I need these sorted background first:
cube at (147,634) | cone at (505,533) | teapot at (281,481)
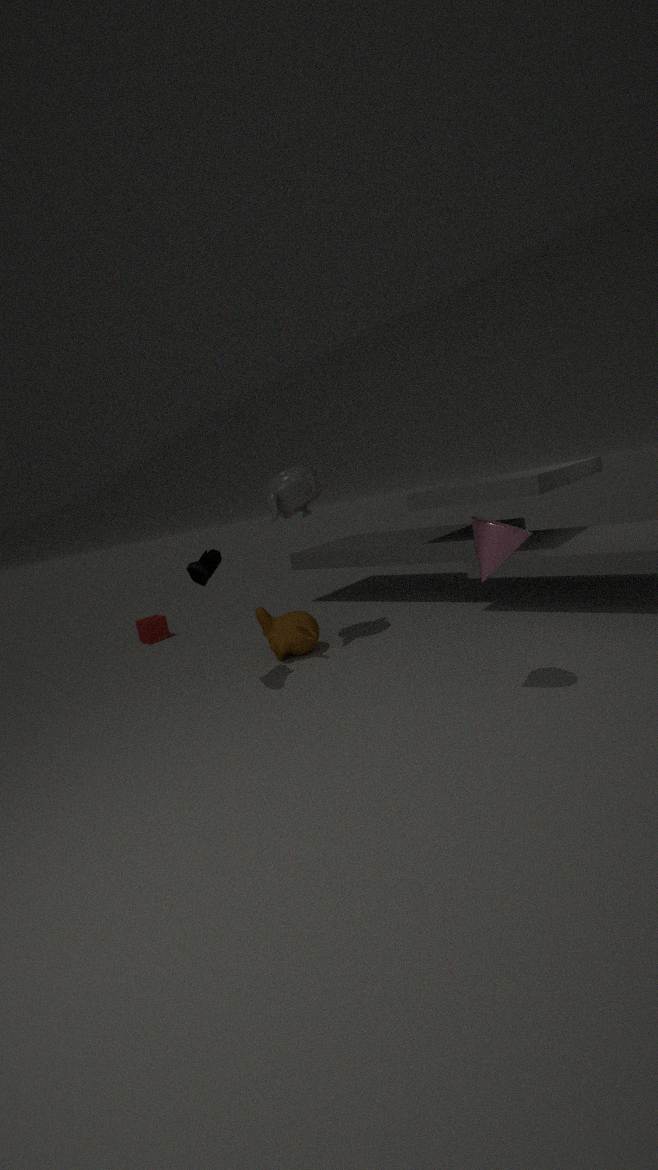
cube at (147,634)
teapot at (281,481)
cone at (505,533)
